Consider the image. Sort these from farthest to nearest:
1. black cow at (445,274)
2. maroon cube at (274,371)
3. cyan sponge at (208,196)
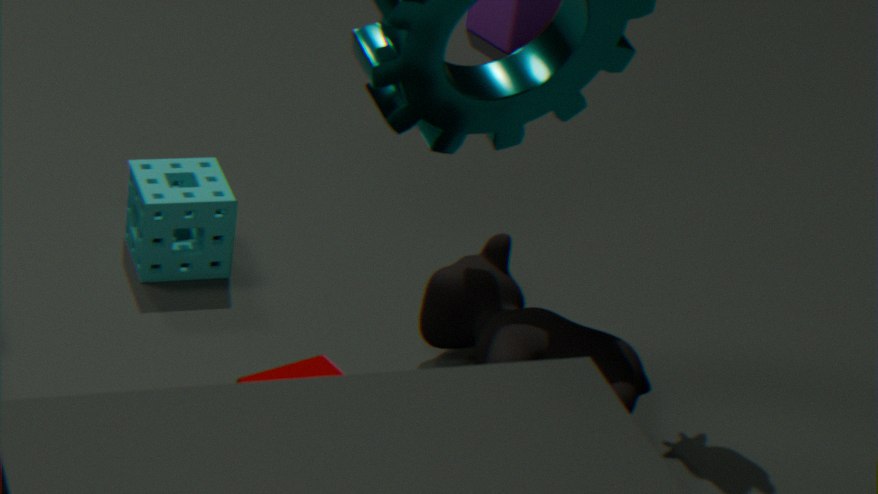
cyan sponge at (208,196) < black cow at (445,274) < maroon cube at (274,371)
